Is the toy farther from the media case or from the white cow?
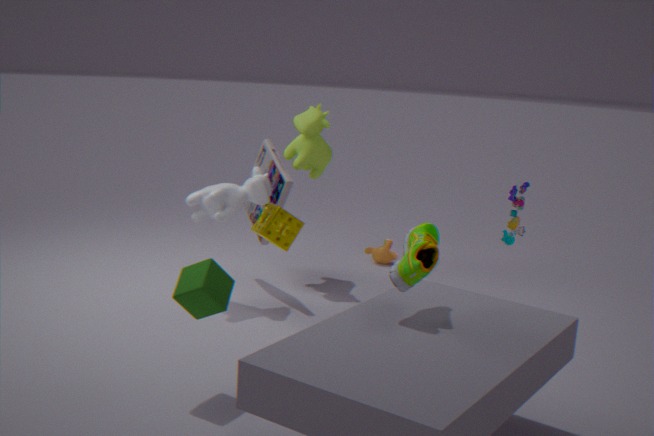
the white cow
